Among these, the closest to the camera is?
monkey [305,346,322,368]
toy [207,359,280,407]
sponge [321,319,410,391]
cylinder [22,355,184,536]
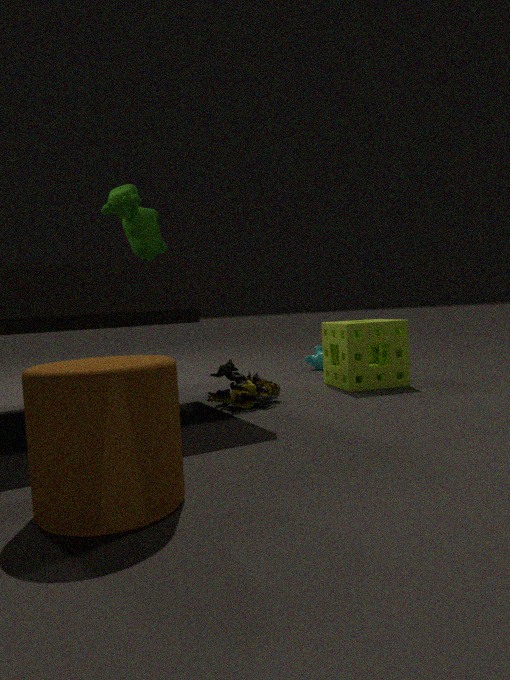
cylinder [22,355,184,536]
